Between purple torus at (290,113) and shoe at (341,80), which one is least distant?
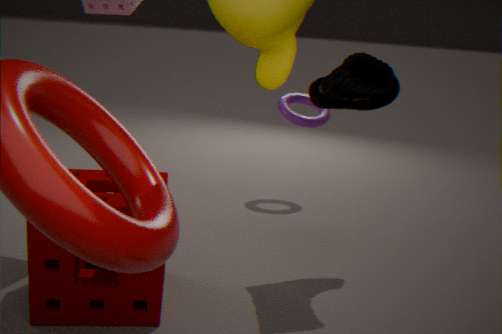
shoe at (341,80)
